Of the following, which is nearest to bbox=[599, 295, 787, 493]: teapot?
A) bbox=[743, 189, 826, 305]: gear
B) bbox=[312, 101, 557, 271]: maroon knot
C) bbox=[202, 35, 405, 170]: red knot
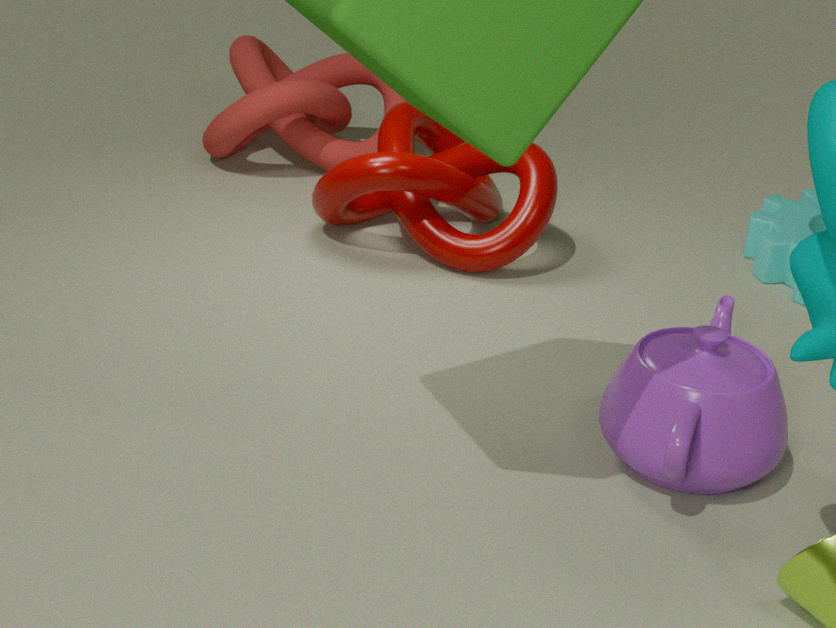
bbox=[743, 189, 826, 305]: gear
